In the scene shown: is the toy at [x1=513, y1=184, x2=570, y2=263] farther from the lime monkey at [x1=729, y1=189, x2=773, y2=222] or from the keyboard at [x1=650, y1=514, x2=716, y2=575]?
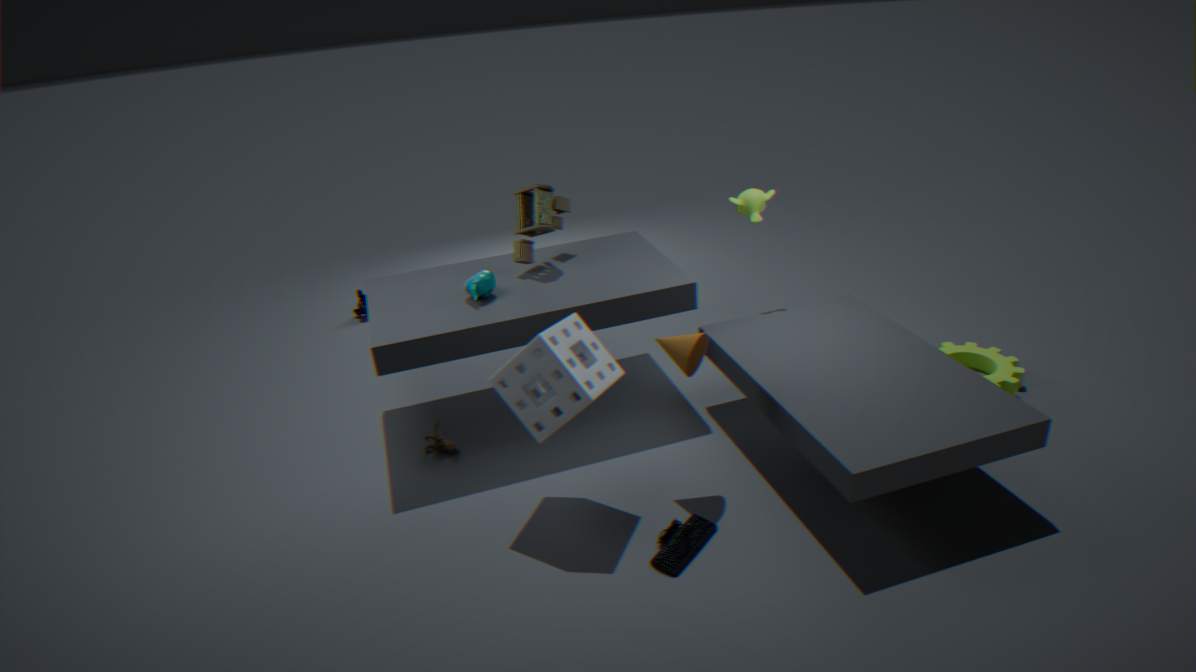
the keyboard at [x1=650, y1=514, x2=716, y2=575]
